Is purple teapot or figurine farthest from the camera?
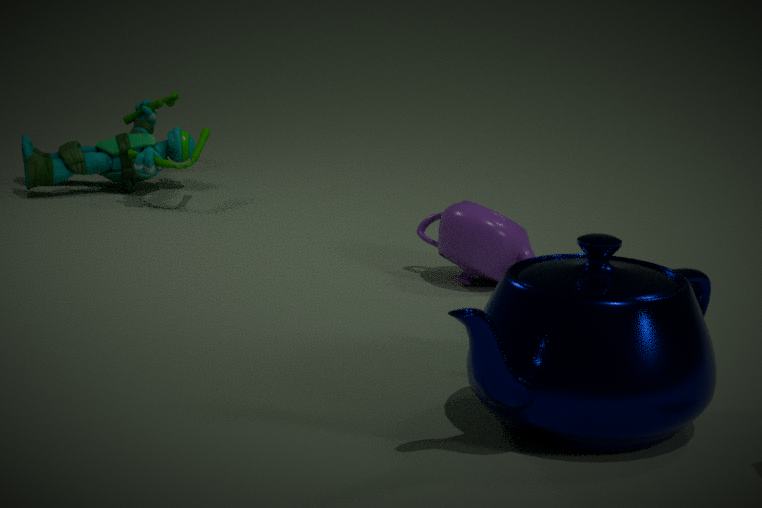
figurine
